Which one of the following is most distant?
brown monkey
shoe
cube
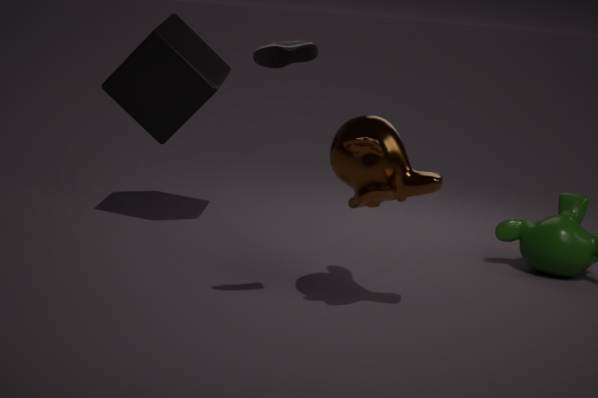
cube
